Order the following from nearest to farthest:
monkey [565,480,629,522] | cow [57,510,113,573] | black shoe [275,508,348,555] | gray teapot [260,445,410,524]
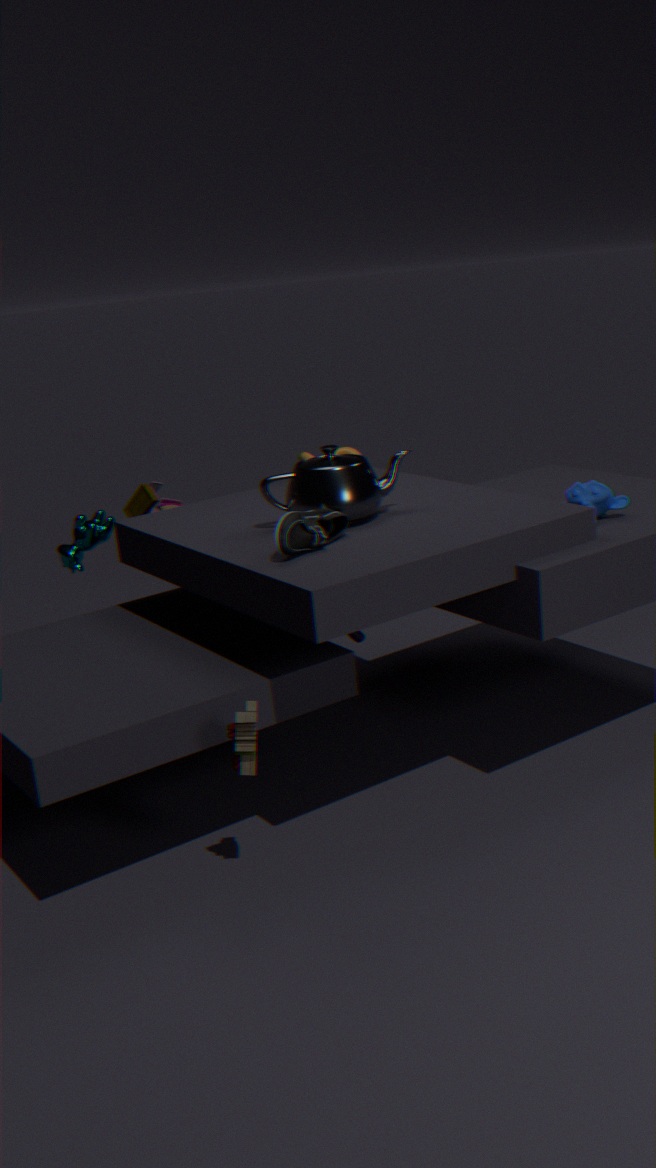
1. black shoe [275,508,348,555]
2. gray teapot [260,445,410,524]
3. monkey [565,480,629,522]
4. cow [57,510,113,573]
